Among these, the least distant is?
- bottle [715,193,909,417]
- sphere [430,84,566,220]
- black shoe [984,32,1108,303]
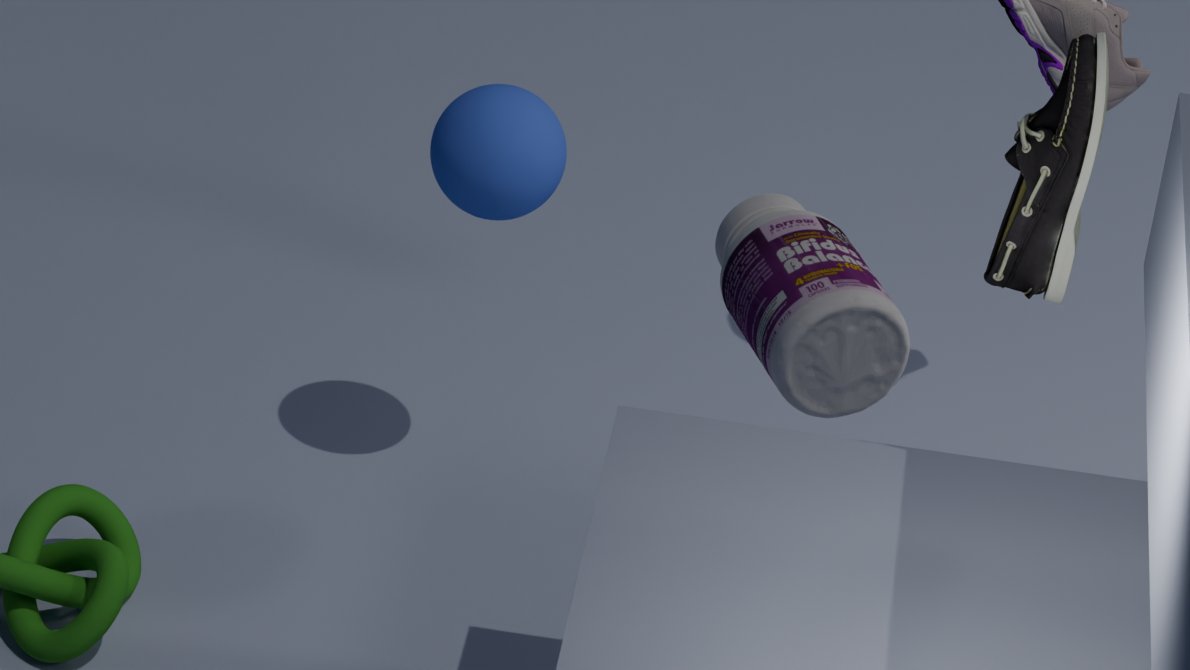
bottle [715,193,909,417]
